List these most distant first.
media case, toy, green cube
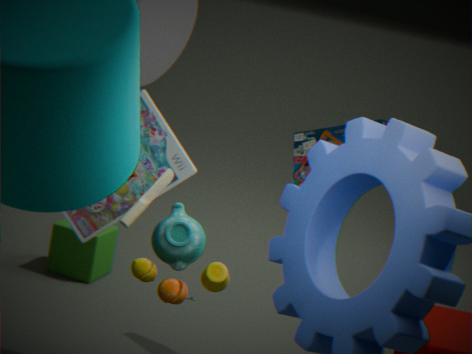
green cube < media case < toy
